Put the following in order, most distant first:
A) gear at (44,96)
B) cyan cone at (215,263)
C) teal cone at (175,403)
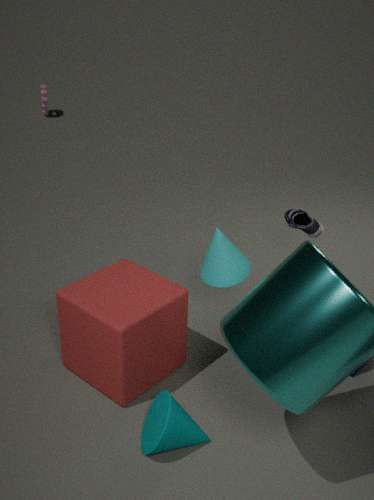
1. gear at (44,96)
2. cyan cone at (215,263)
3. teal cone at (175,403)
